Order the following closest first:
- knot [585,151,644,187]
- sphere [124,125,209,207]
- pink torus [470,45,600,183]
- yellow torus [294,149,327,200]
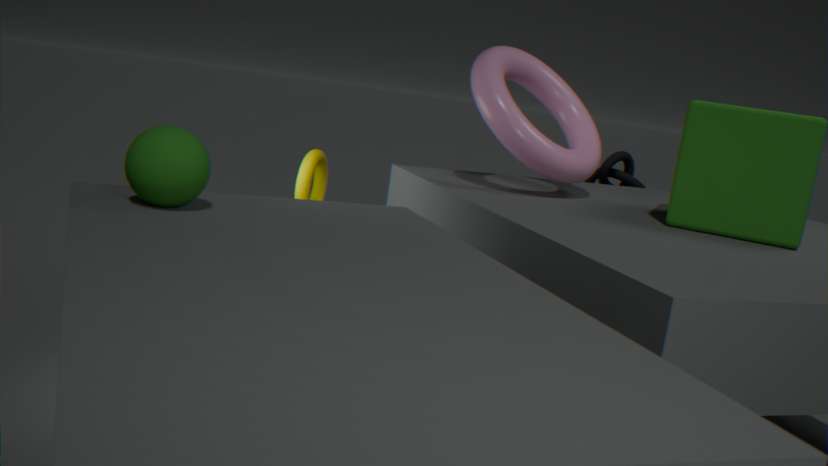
1. sphere [124,125,209,207]
2. pink torus [470,45,600,183]
3. yellow torus [294,149,327,200]
4. knot [585,151,644,187]
